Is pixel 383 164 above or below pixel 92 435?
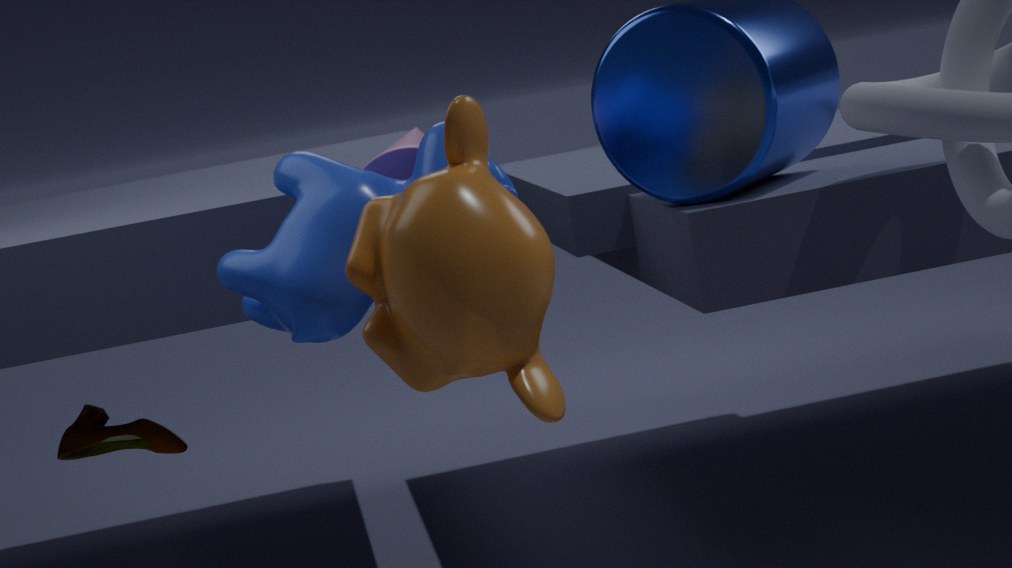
above
